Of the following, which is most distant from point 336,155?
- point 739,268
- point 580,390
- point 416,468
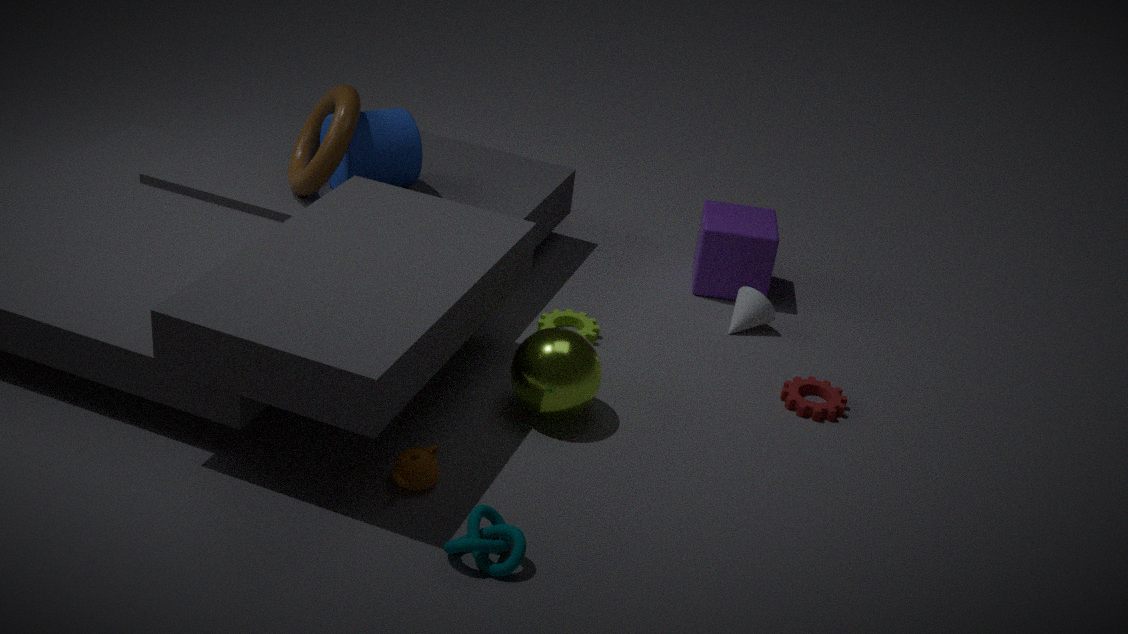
point 739,268
